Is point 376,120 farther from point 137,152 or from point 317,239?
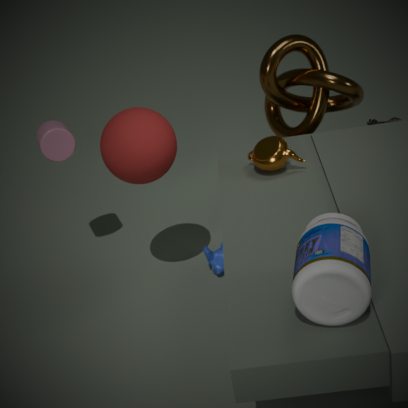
point 317,239
